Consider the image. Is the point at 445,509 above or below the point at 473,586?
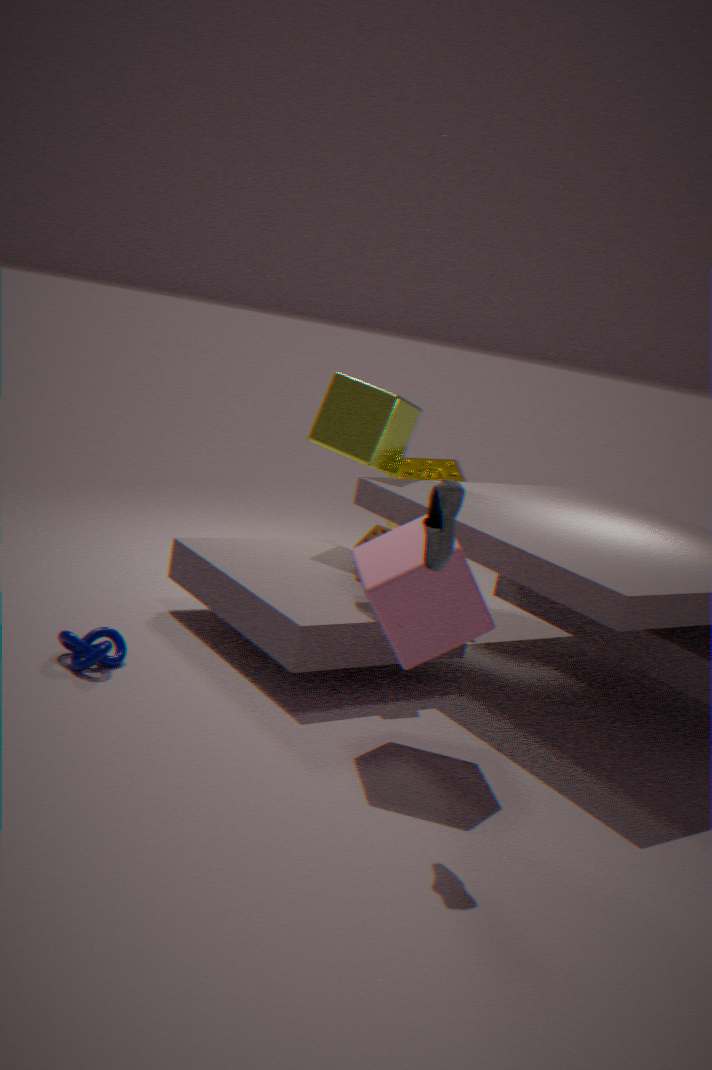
above
